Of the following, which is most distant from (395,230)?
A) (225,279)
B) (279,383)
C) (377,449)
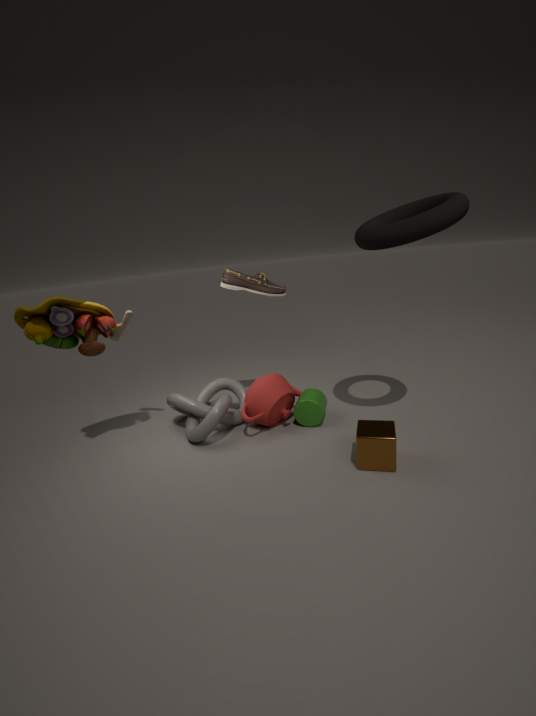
(279,383)
